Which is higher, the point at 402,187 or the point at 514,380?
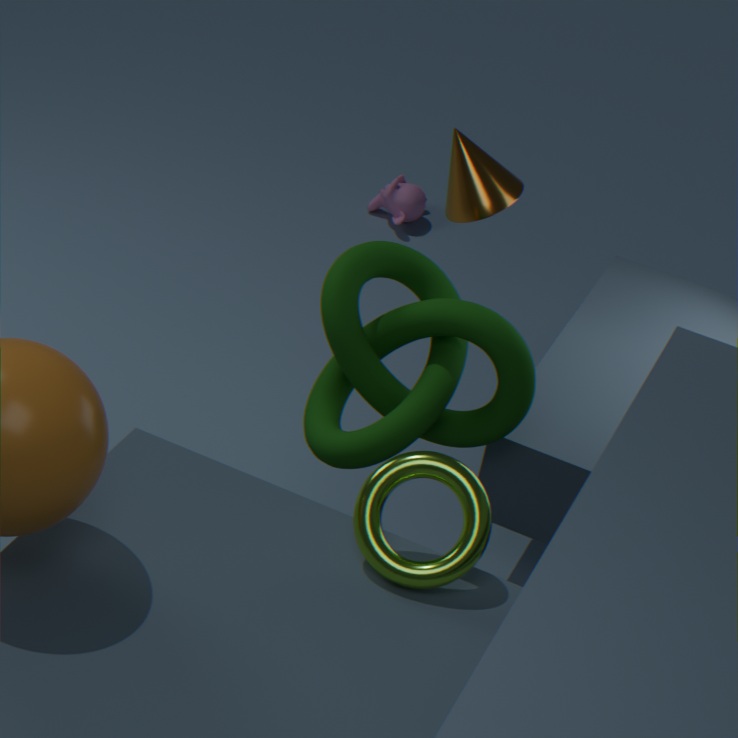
the point at 514,380
